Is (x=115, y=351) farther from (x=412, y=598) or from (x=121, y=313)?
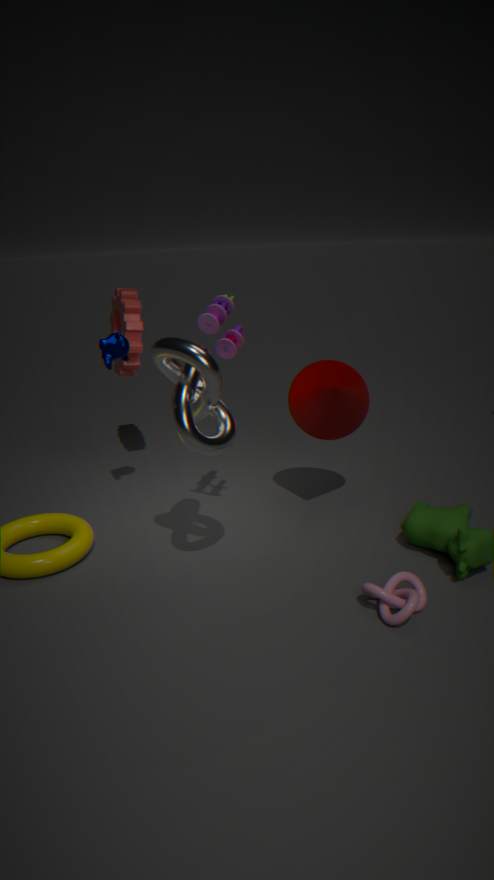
(x=412, y=598)
